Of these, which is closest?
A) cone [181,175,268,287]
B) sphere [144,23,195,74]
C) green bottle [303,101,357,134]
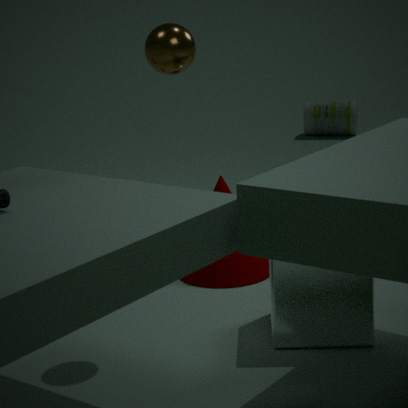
sphere [144,23,195,74]
